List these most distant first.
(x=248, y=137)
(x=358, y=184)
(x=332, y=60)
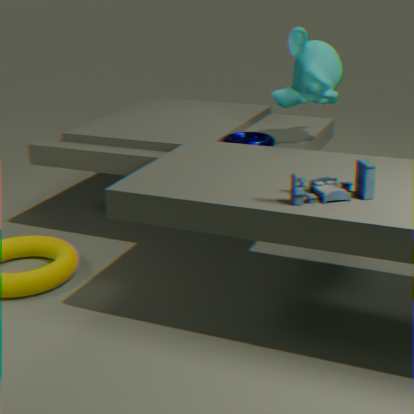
(x=248, y=137) < (x=332, y=60) < (x=358, y=184)
